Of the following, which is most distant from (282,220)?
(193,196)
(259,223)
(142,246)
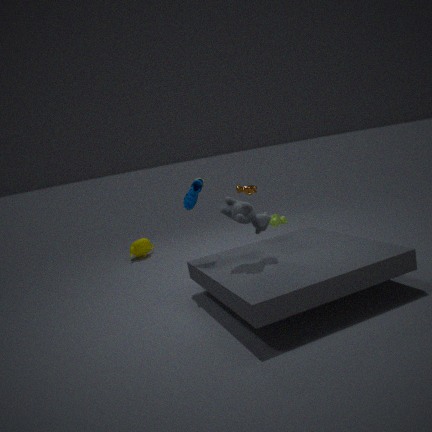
(142,246)
